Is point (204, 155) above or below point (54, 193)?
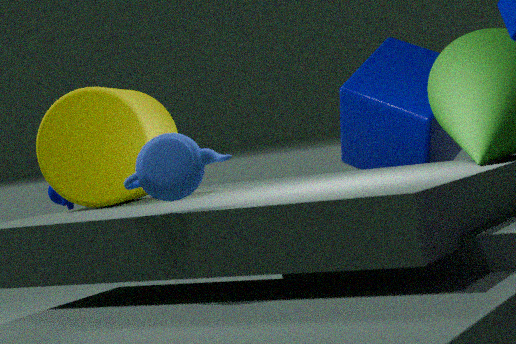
above
